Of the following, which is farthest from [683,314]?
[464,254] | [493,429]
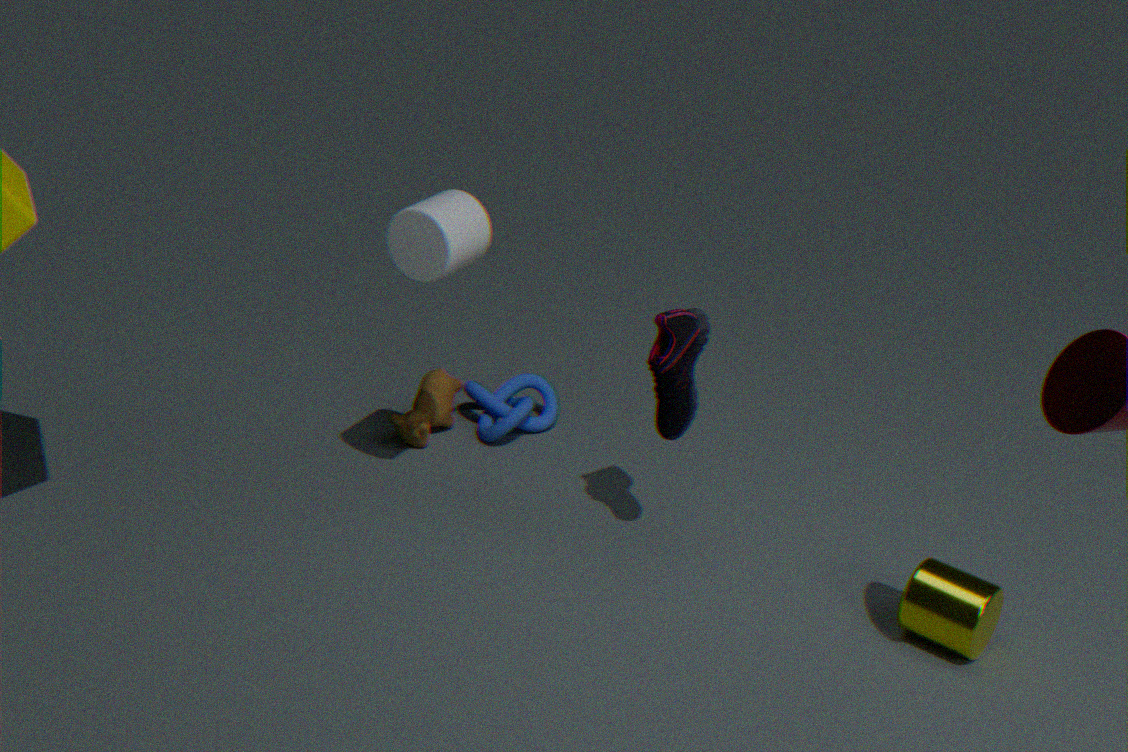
[493,429]
